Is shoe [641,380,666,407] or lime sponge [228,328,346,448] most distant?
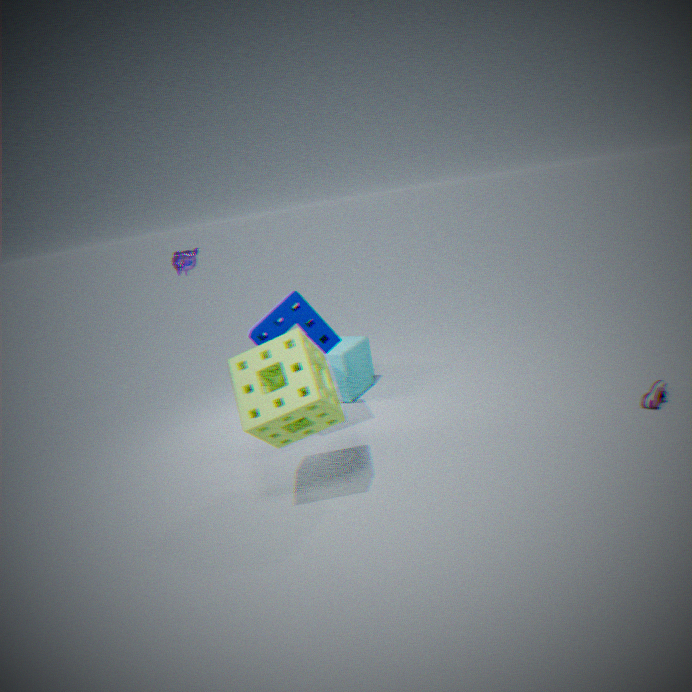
shoe [641,380,666,407]
